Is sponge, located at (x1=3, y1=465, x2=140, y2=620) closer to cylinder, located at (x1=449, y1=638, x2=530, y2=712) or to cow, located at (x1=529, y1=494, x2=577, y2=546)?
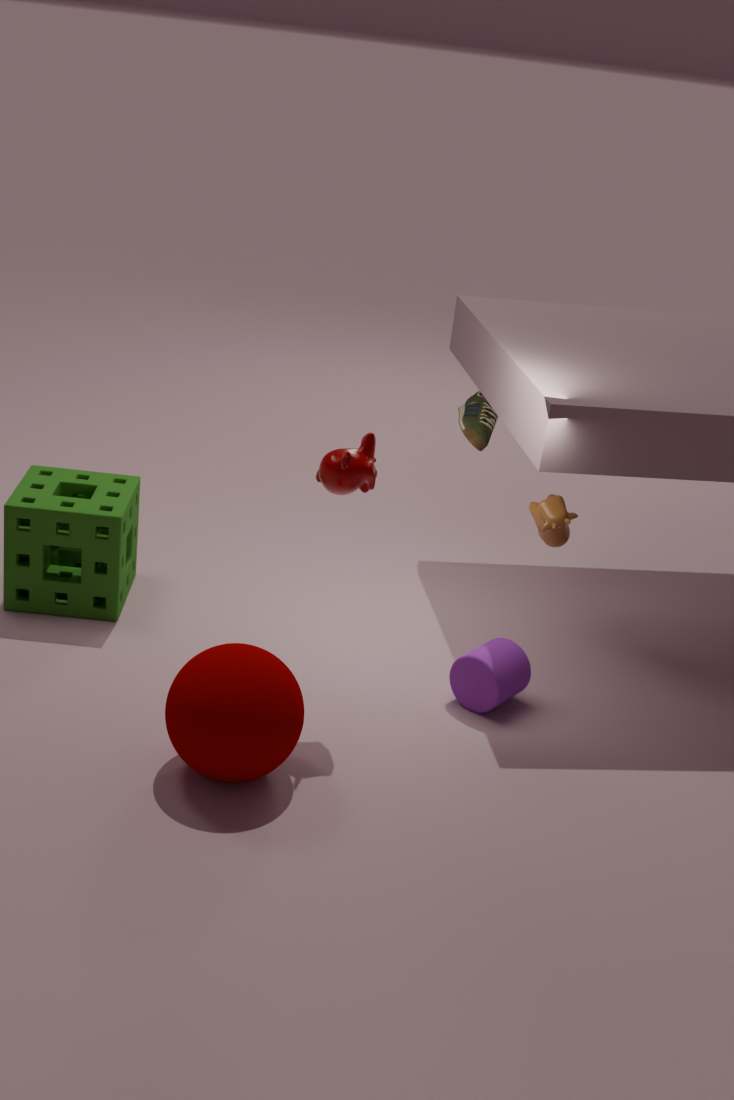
cylinder, located at (x1=449, y1=638, x2=530, y2=712)
